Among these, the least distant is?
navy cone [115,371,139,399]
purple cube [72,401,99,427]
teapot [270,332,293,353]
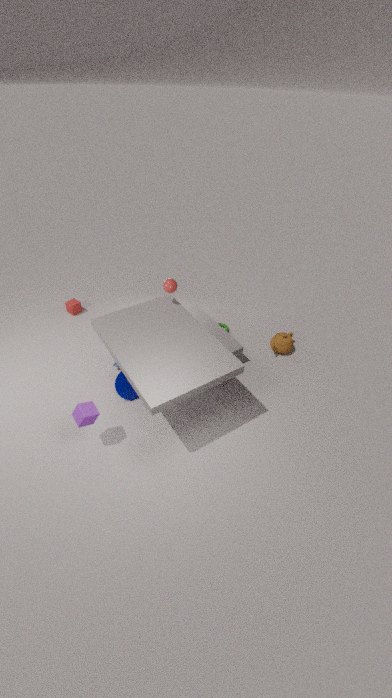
purple cube [72,401,99,427]
